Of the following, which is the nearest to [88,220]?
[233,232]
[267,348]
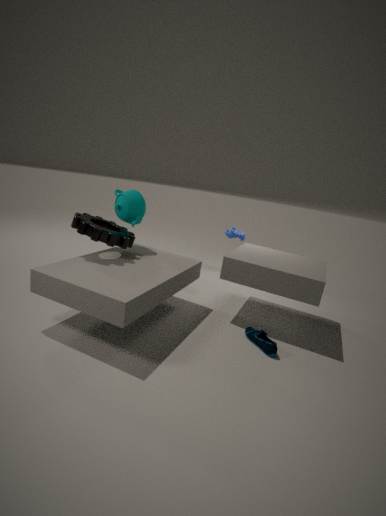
[267,348]
